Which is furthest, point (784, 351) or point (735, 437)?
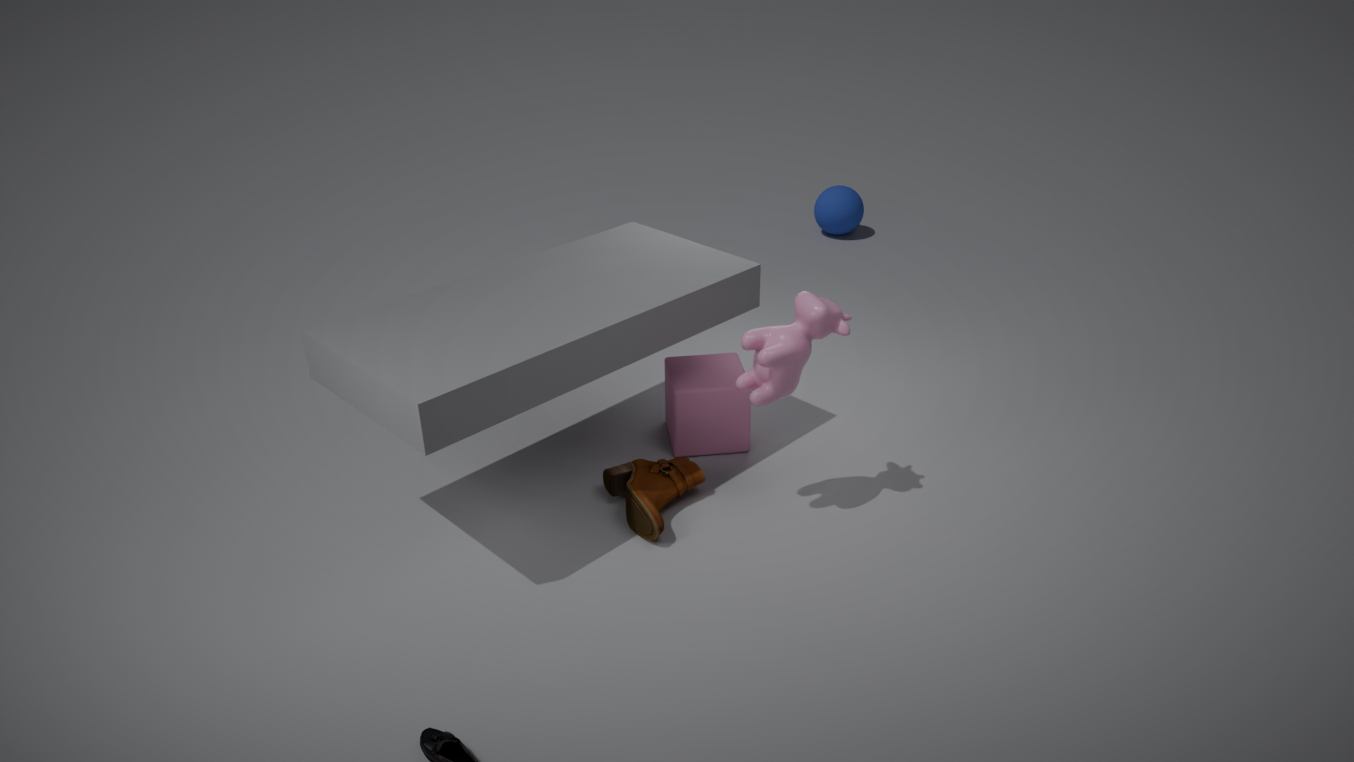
point (735, 437)
